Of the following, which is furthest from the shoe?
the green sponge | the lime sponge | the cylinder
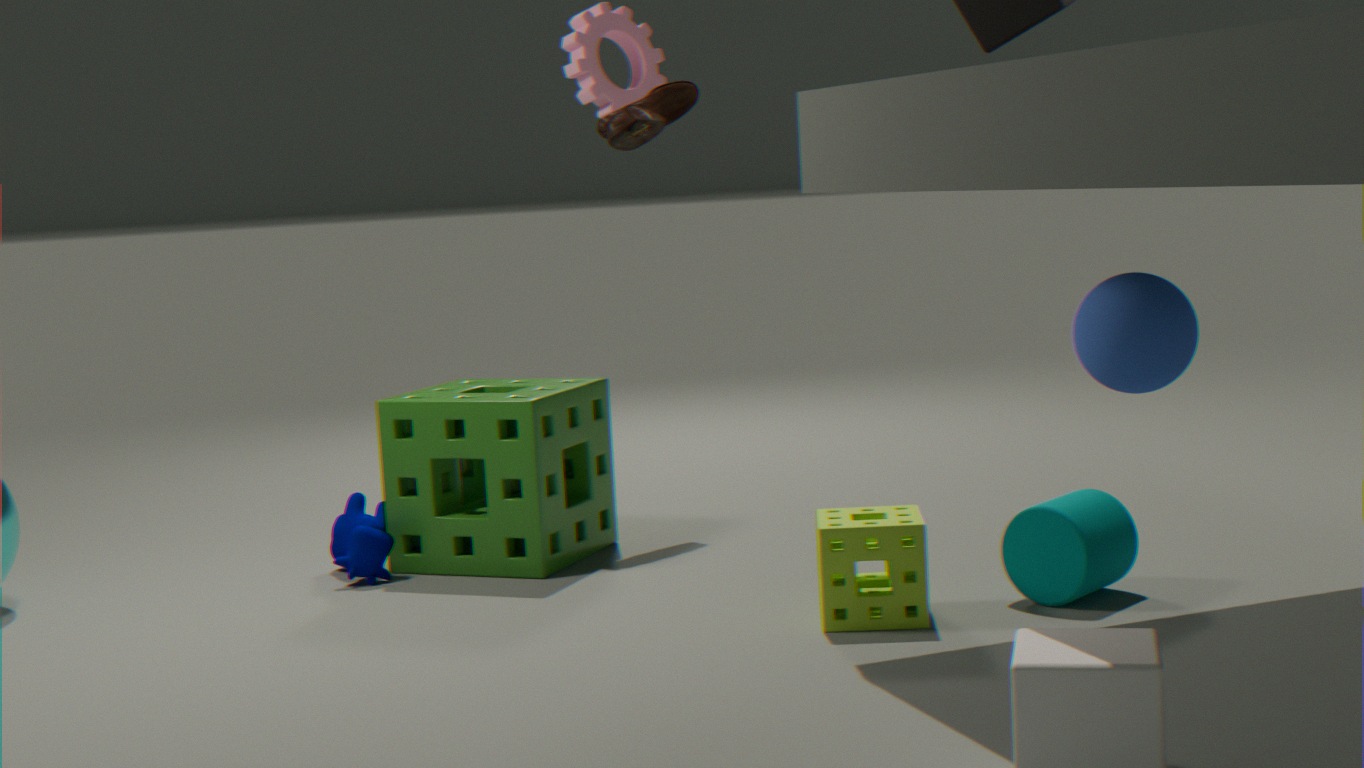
the green sponge
